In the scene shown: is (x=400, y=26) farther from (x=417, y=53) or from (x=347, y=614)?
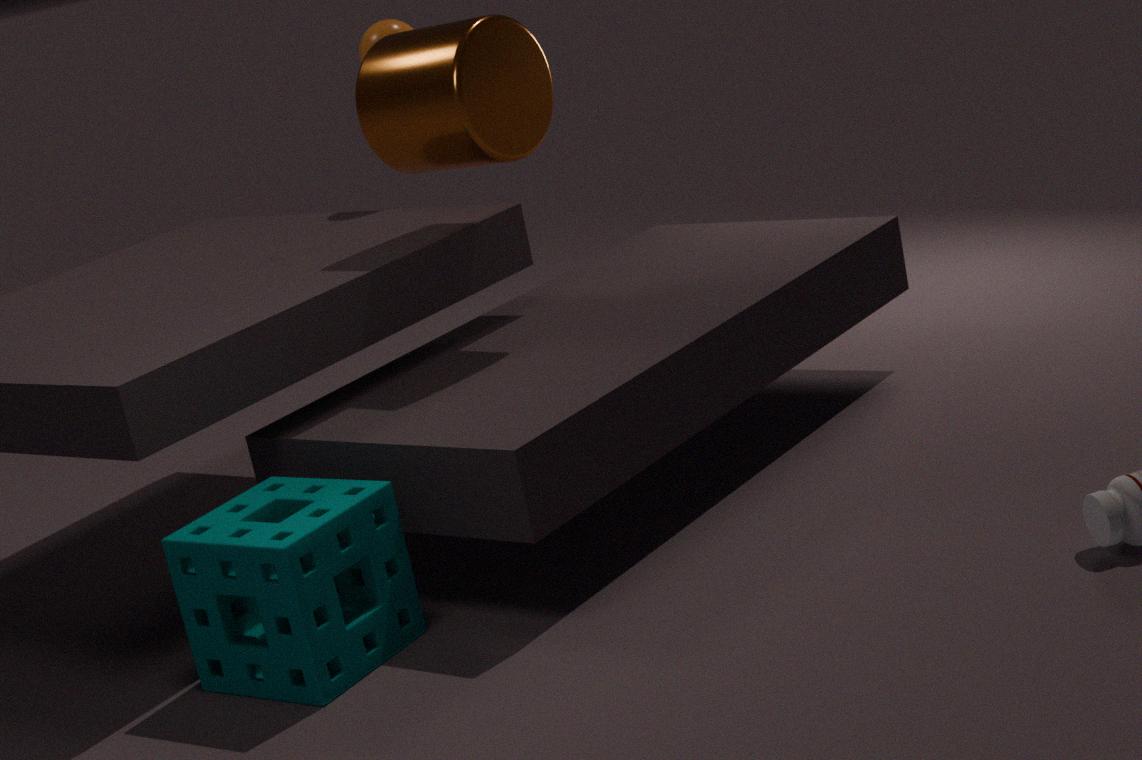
(x=347, y=614)
